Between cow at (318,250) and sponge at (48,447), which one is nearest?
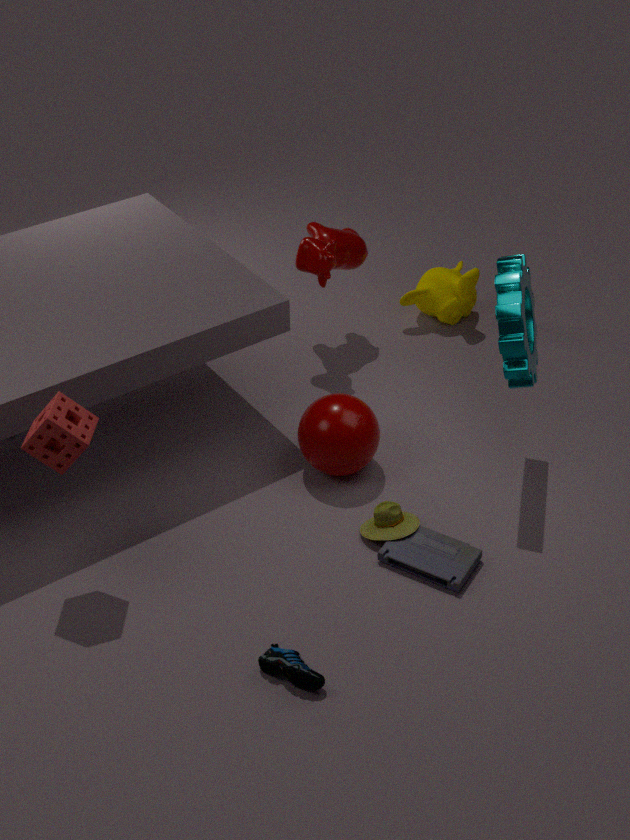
sponge at (48,447)
